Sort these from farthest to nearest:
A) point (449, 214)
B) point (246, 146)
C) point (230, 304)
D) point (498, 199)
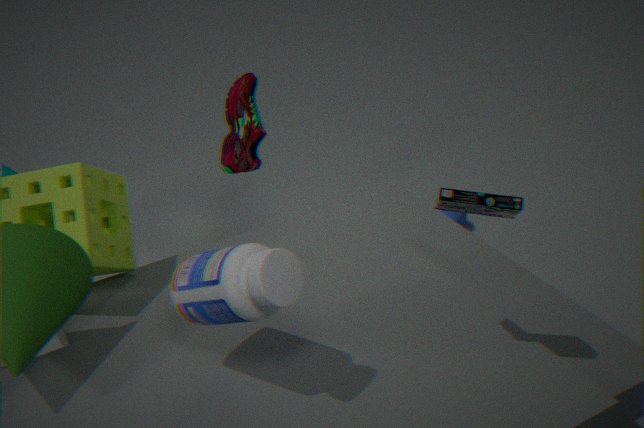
point (449, 214)
point (246, 146)
point (498, 199)
point (230, 304)
